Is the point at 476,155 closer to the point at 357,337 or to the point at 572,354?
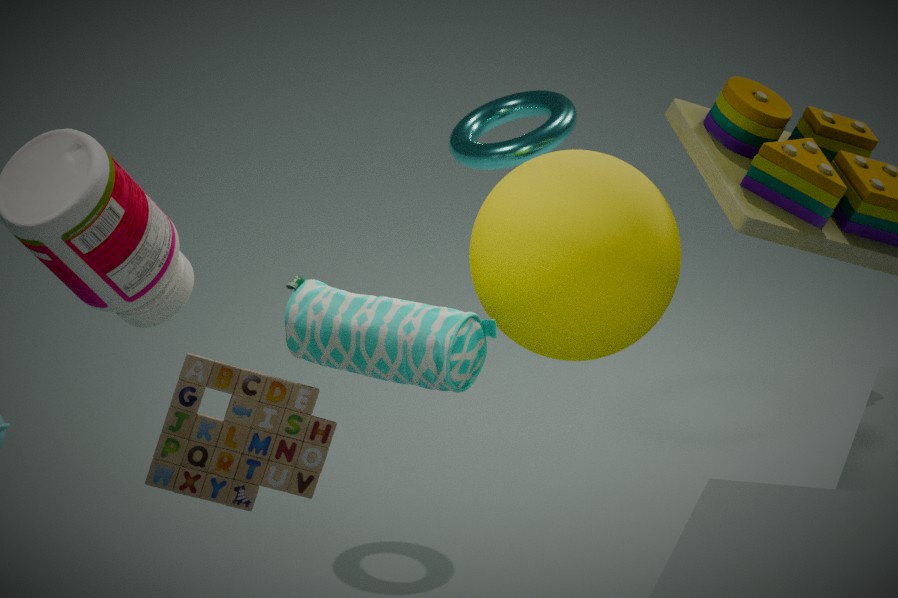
the point at 572,354
